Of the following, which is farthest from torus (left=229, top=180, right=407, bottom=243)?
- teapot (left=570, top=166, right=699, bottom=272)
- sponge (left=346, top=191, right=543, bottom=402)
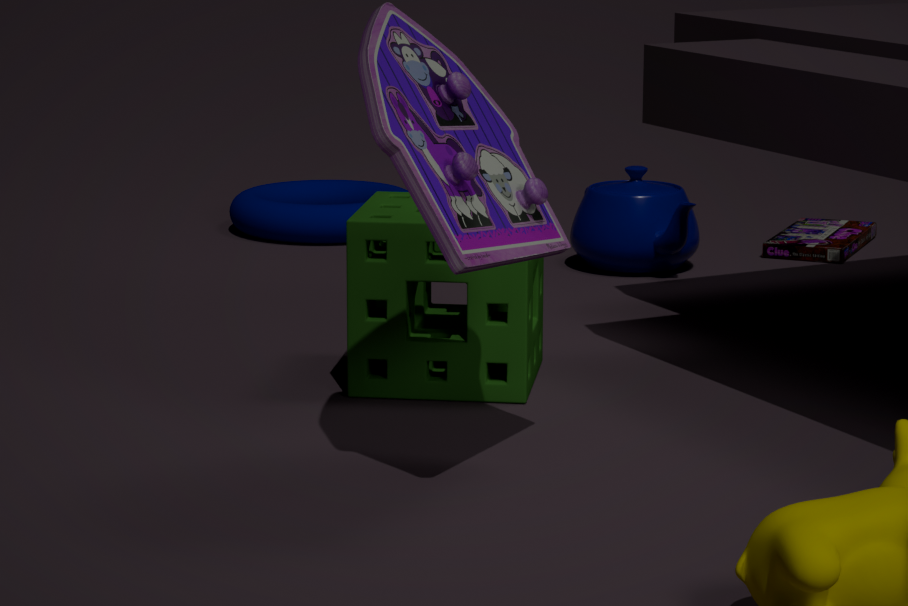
sponge (left=346, top=191, right=543, bottom=402)
